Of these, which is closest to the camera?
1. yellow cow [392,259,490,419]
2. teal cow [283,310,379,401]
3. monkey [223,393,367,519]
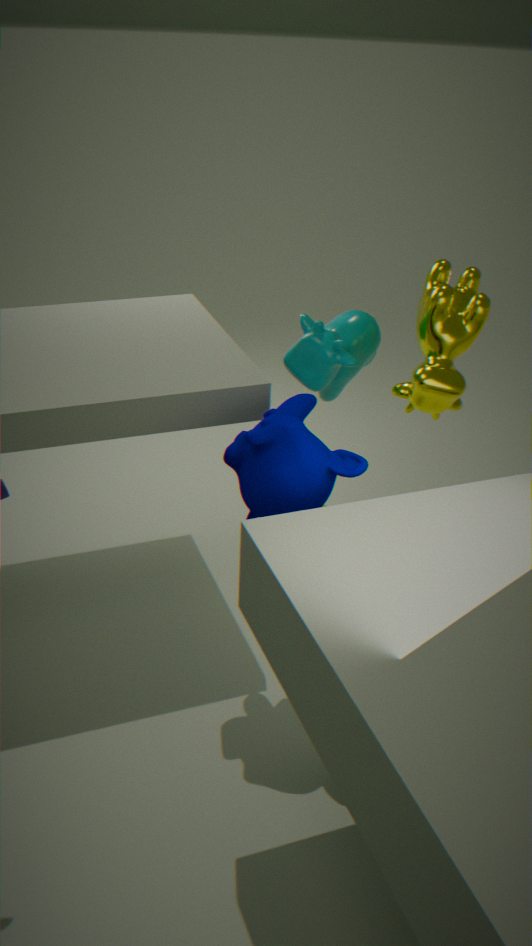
monkey [223,393,367,519]
